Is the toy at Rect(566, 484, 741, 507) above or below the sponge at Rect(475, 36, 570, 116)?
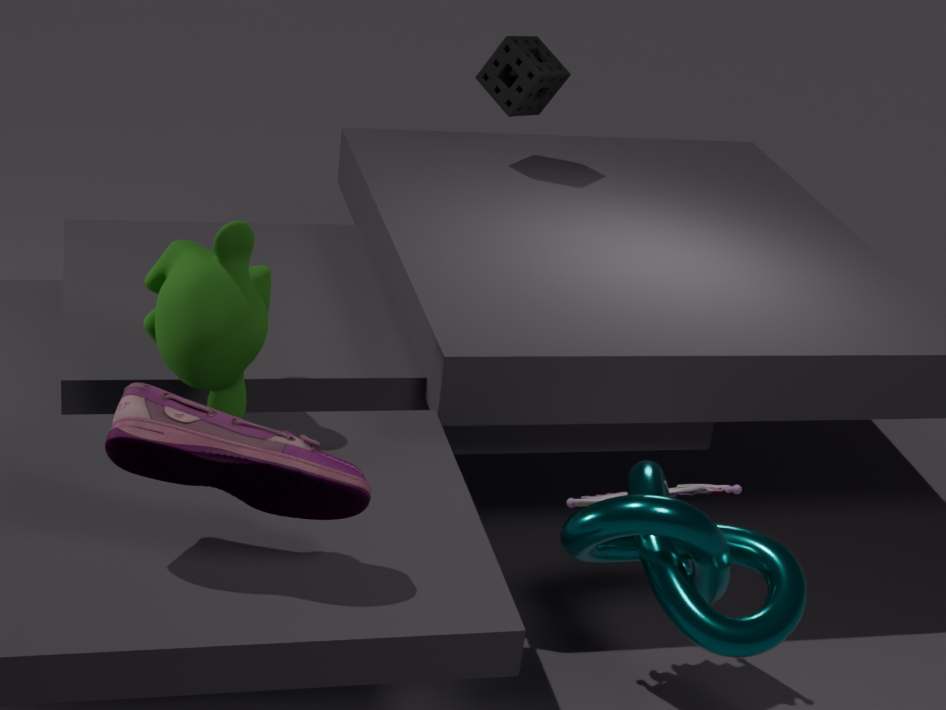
below
